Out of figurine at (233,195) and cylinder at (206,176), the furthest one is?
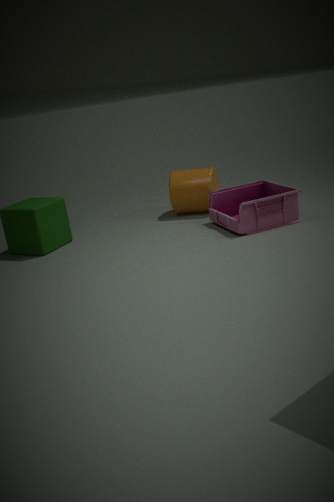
cylinder at (206,176)
